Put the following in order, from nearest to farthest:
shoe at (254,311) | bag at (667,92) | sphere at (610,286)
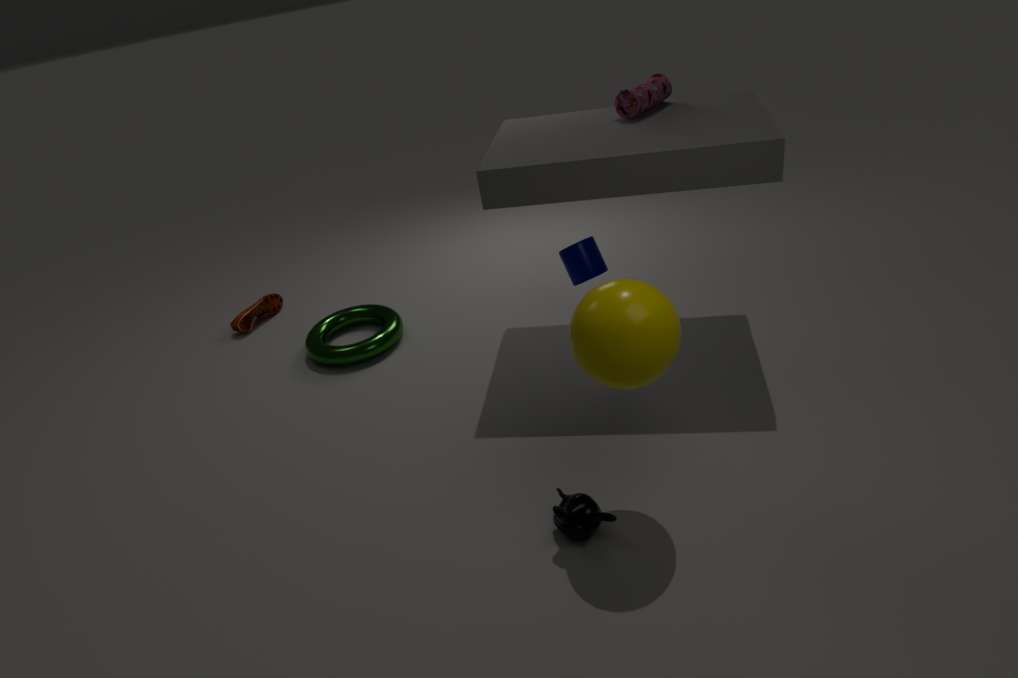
sphere at (610,286)
bag at (667,92)
shoe at (254,311)
